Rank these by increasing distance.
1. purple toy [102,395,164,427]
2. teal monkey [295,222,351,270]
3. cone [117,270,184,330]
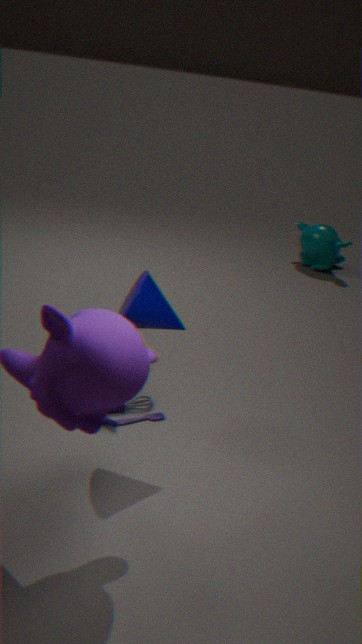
cone [117,270,184,330], purple toy [102,395,164,427], teal monkey [295,222,351,270]
